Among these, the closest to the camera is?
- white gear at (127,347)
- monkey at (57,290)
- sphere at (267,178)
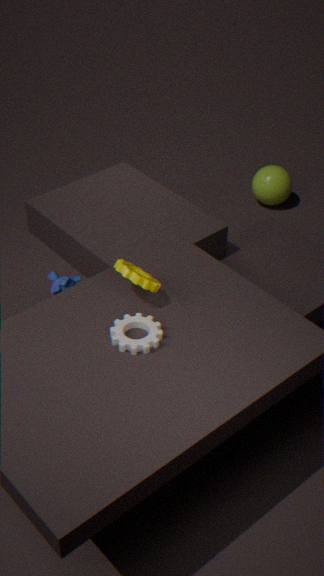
white gear at (127,347)
